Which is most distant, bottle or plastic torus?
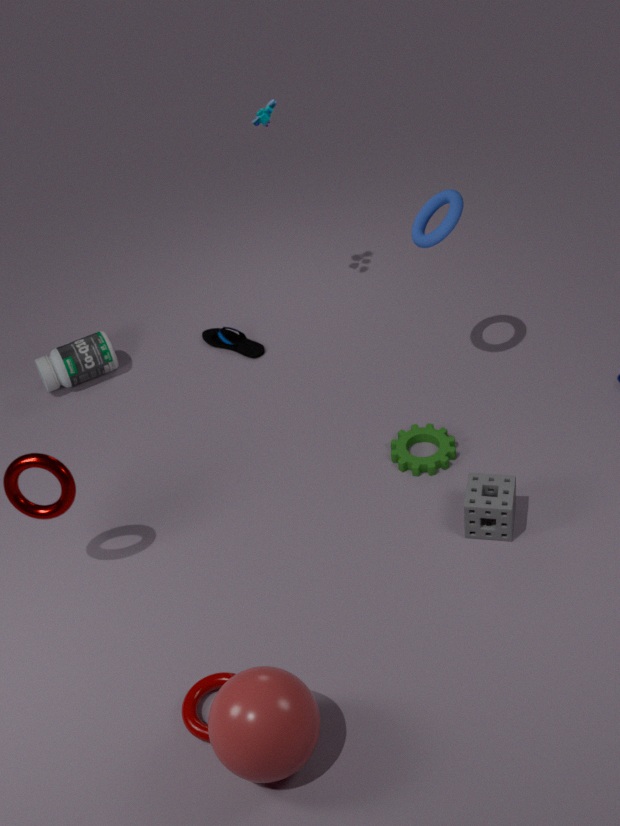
bottle
